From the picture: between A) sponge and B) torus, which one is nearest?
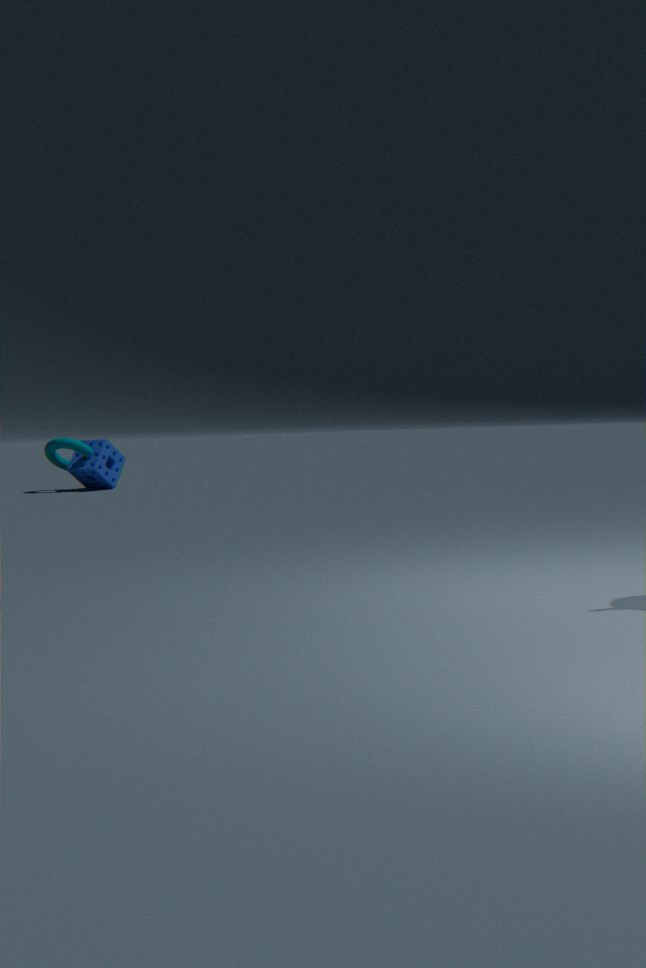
B. torus
